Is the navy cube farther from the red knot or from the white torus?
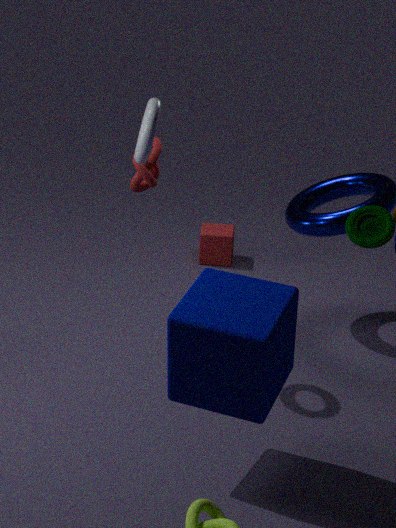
the red knot
